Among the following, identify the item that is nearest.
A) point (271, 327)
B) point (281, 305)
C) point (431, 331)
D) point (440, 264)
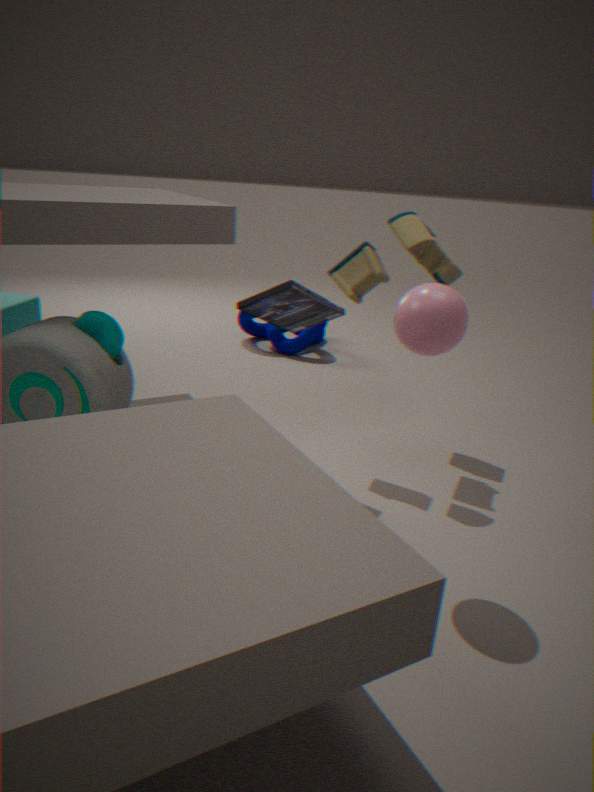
point (431, 331)
